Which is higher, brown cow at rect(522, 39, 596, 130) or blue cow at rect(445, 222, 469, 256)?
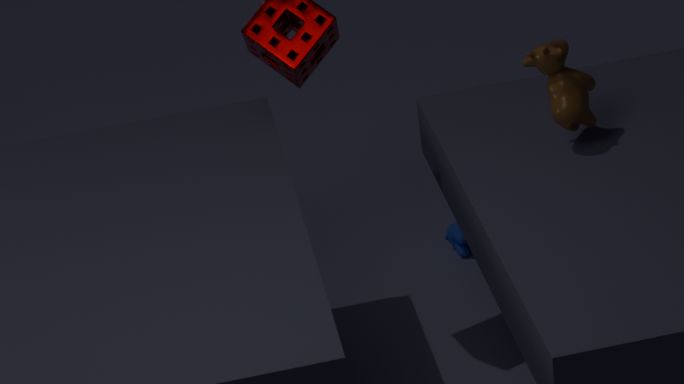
brown cow at rect(522, 39, 596, 130)
